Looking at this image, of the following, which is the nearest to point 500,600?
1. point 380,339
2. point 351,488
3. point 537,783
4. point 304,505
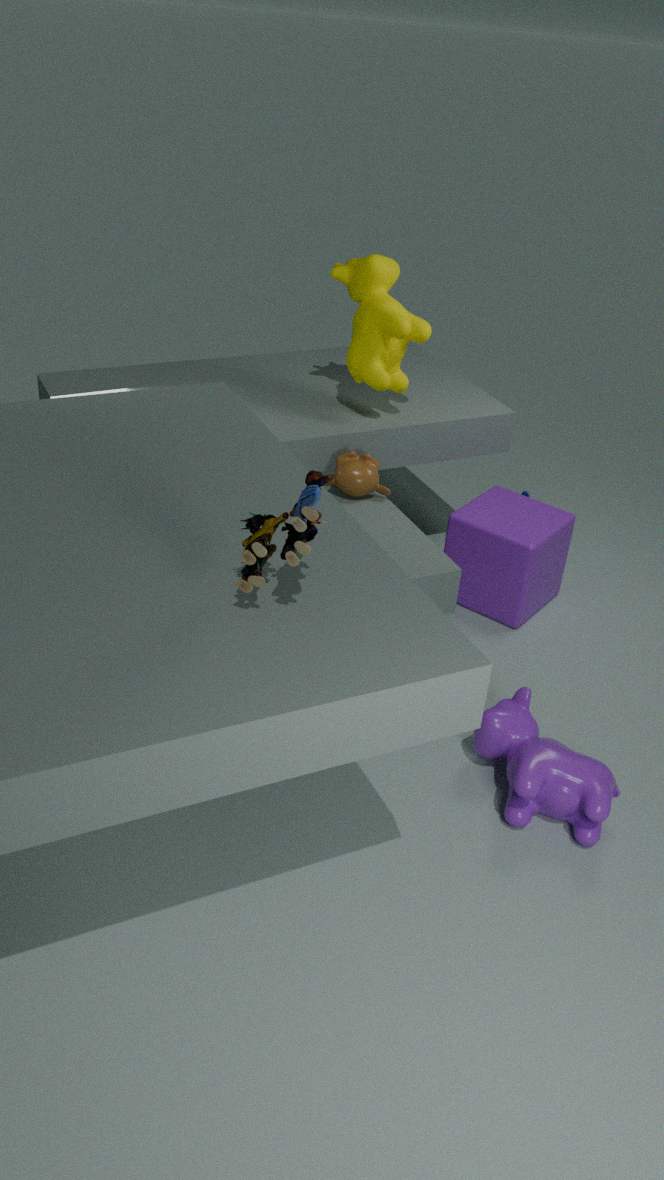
point 351,488
